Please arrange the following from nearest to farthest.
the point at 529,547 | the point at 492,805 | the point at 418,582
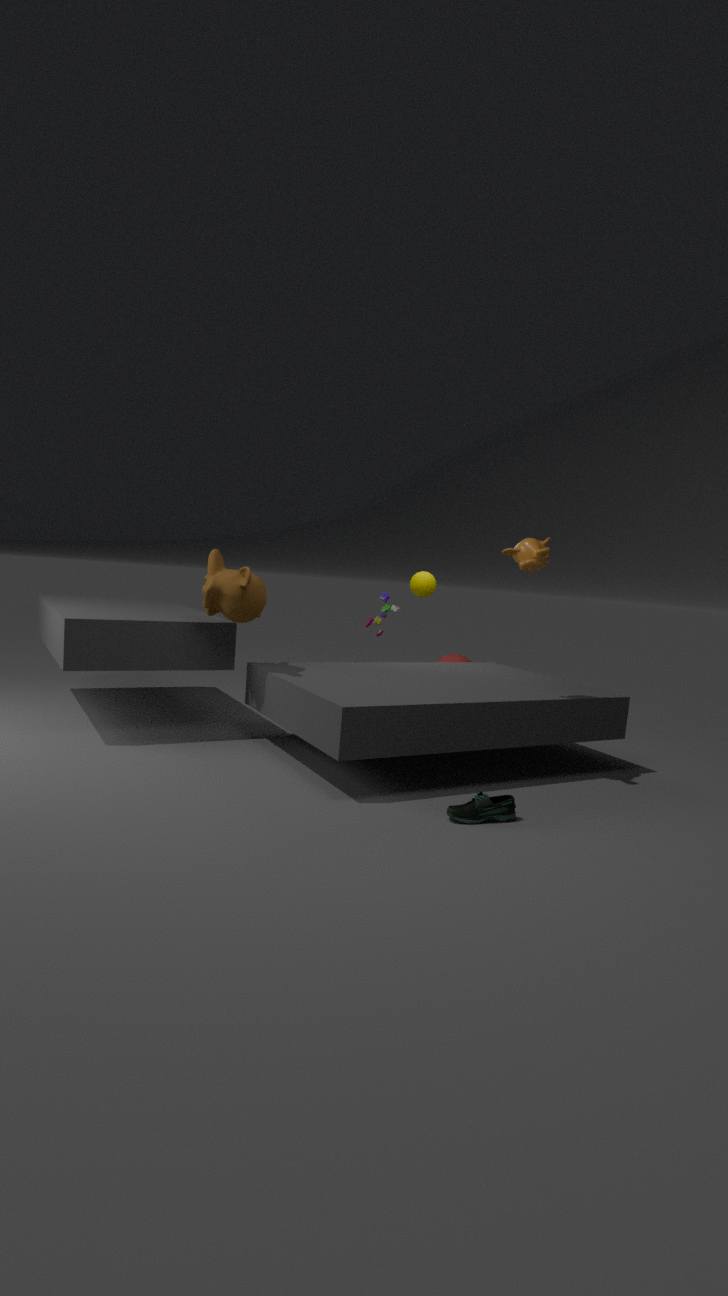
the point at 492,805, the point at 529,547, the point at 418,582
